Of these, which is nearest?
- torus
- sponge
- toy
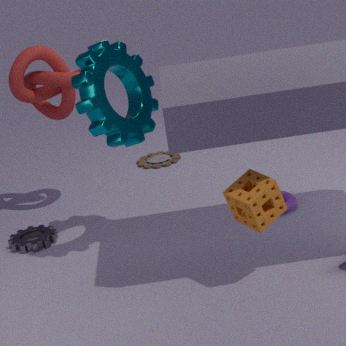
sponge
